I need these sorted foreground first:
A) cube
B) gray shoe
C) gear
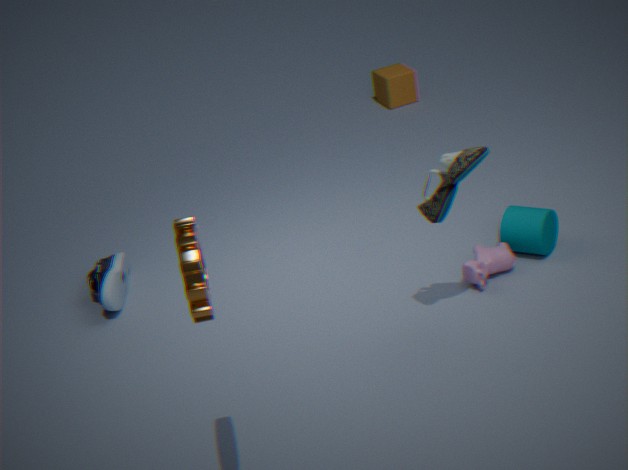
gear, gray shoe, cube
